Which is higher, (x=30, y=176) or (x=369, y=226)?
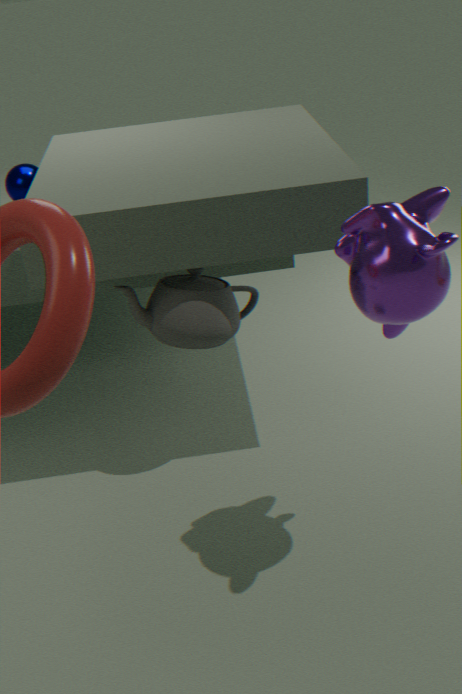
(x=369, y=226)
